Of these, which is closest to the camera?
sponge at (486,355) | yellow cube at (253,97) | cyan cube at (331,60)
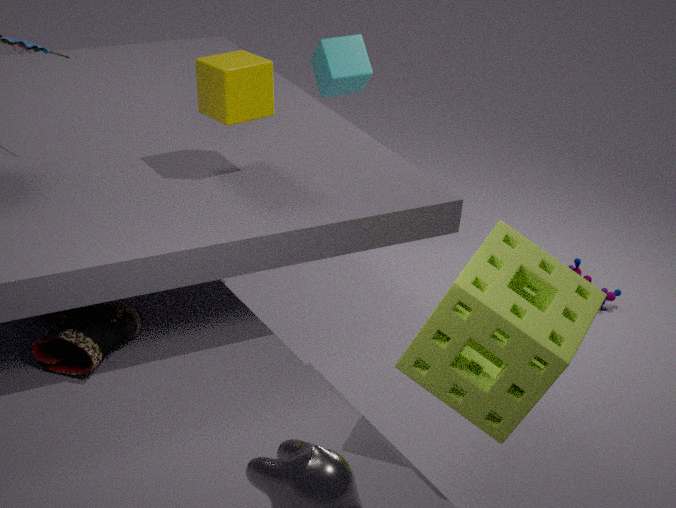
sponge at (486,355)
